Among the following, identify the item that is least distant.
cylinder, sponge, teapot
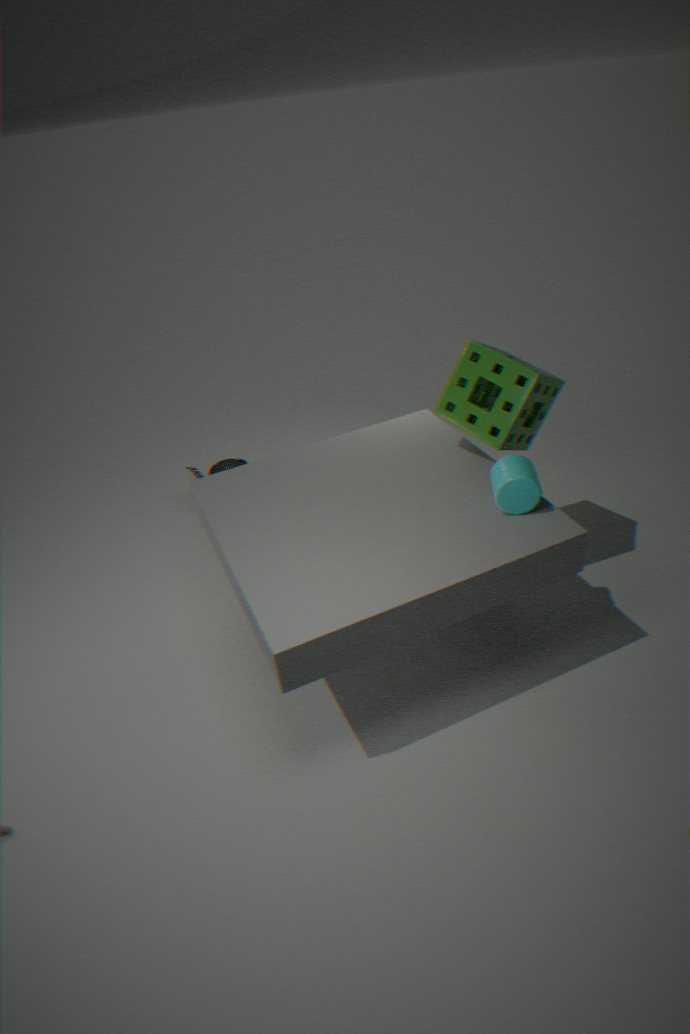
cylinder
